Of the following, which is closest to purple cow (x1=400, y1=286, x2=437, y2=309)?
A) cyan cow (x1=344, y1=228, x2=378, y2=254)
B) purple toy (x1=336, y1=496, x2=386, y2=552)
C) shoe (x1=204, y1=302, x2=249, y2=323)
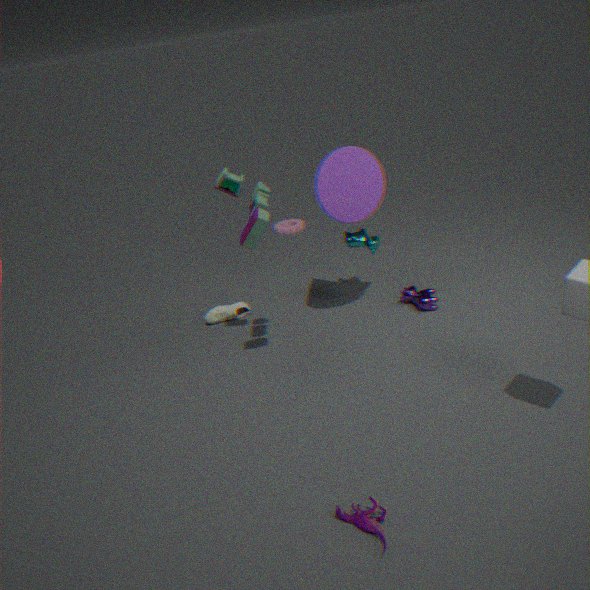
cyan cow (x1=344, y1=228, x2=378, y2=254)
